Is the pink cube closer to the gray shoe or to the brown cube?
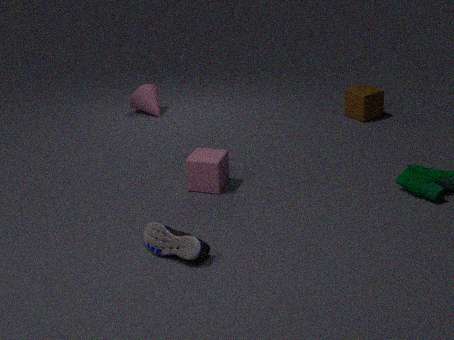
the gray shoe
